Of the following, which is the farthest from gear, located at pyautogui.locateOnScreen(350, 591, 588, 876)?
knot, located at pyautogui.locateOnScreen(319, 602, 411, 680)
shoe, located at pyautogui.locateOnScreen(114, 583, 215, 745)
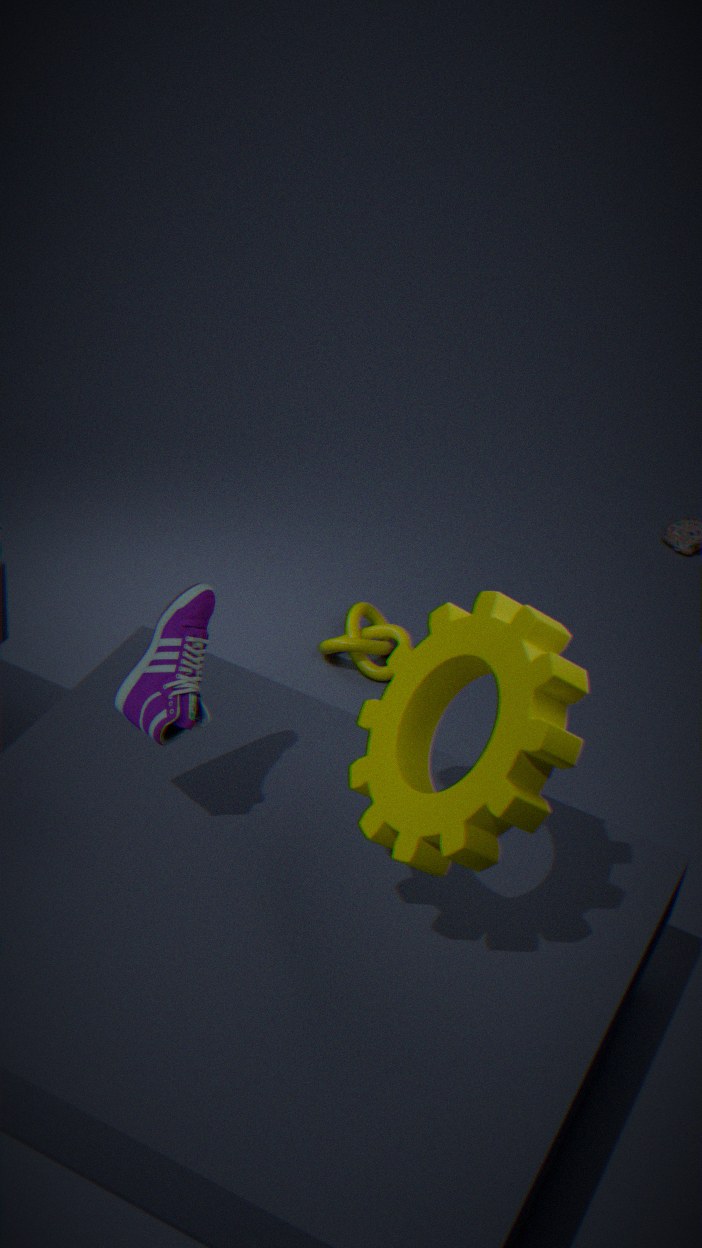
knot, located at pyautogui.locateOnScreen(319, 602, 411, 680)
